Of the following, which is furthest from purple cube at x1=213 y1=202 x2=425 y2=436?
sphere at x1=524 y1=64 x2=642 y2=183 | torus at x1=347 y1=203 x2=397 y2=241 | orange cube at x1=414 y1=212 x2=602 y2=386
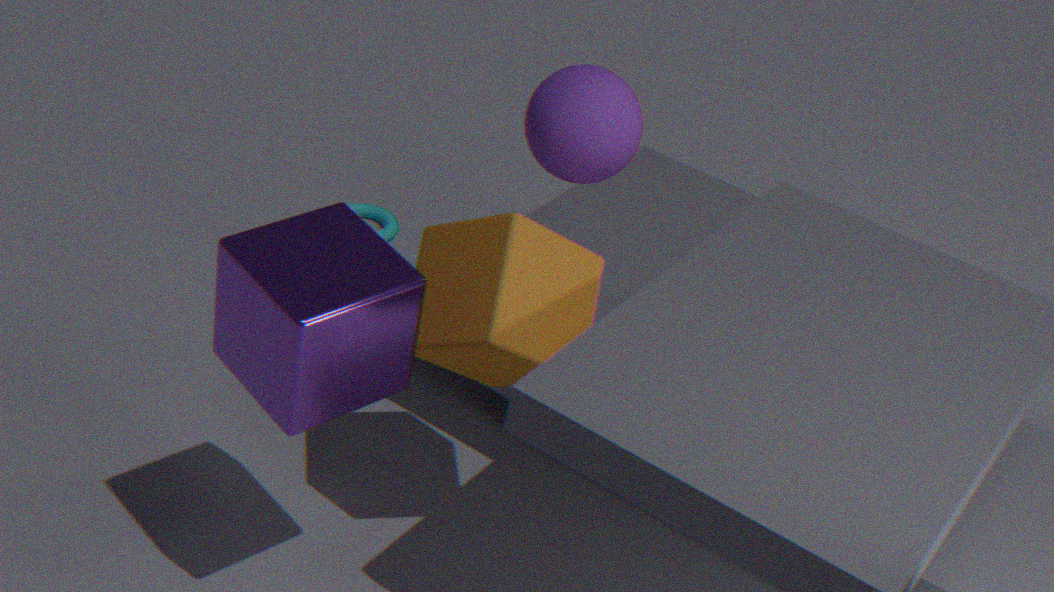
torus at x1=347 y1=203 x2=397 y2=241
